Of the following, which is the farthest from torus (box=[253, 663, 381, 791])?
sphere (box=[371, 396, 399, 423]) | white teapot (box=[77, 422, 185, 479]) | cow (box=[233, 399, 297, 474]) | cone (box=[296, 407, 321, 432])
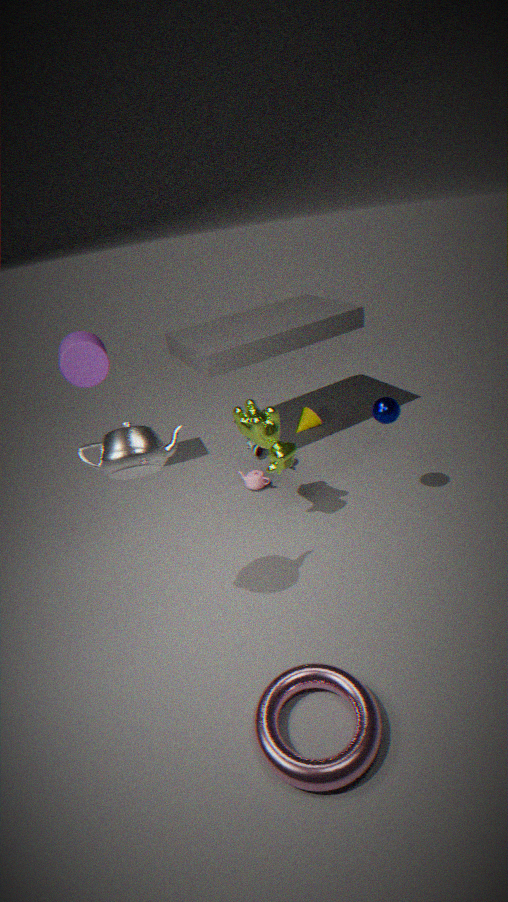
cone (box=[296, 407, 321, 432])
